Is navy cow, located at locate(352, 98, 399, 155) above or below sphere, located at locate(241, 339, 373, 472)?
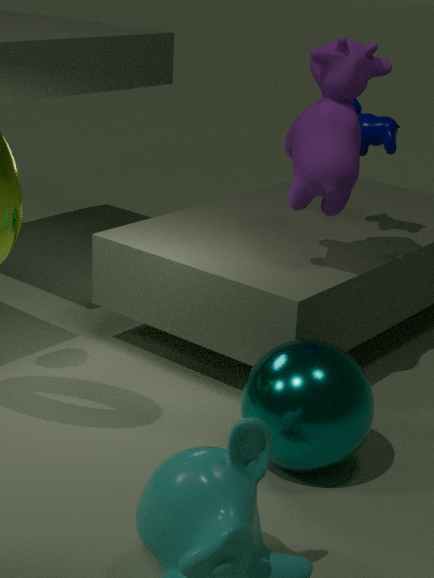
above
